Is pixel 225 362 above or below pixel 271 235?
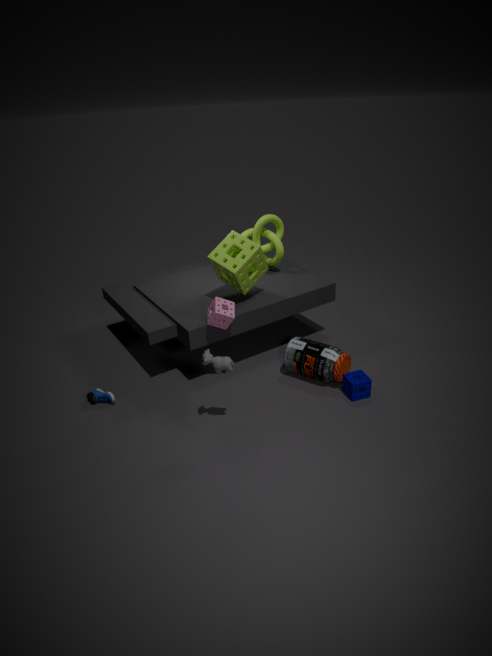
below
